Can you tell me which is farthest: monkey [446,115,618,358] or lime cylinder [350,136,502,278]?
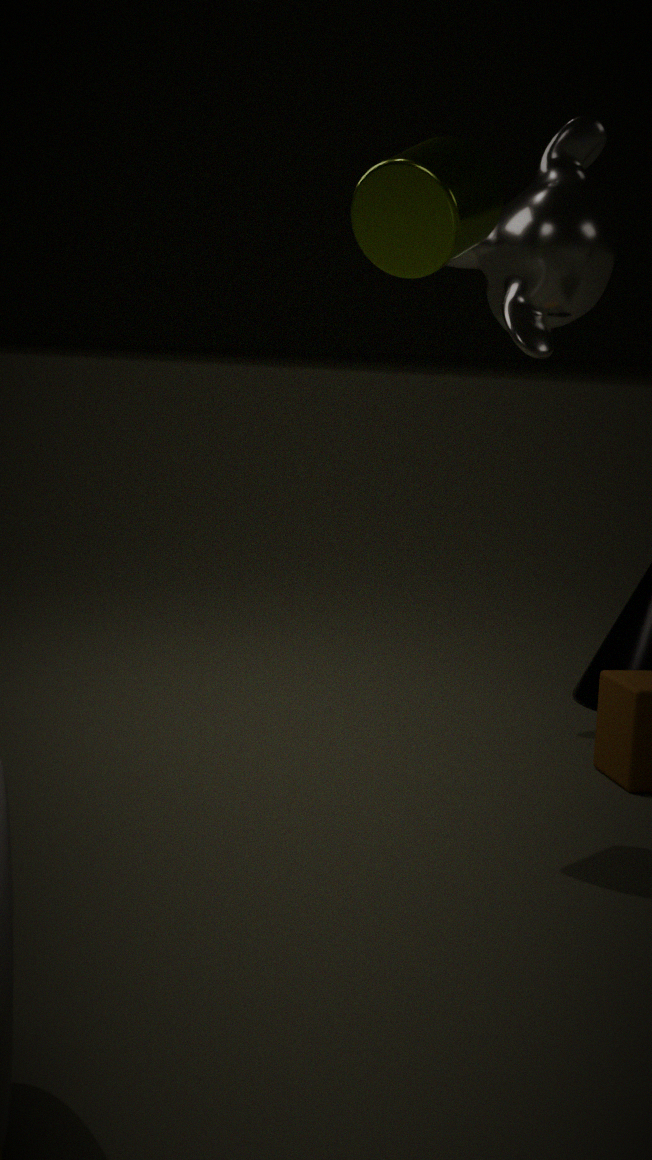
monkey [446,115,618,358]
